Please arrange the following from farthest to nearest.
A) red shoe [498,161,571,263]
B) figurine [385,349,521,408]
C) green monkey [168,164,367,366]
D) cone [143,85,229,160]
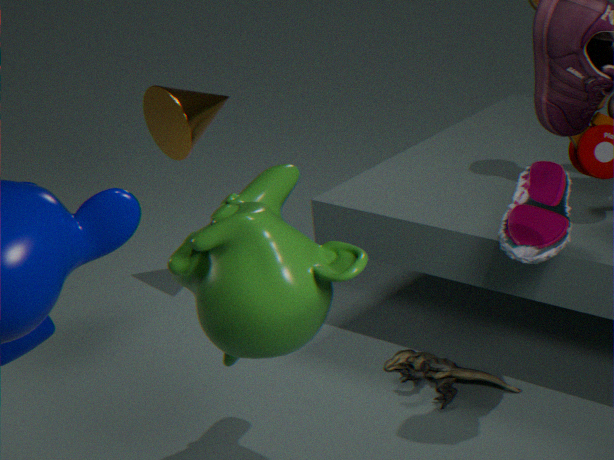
cone [143,85,229,160] < figurine [385,349,521,408] < red shoe [498,161,571,263] < green monkey [168,164,367,366]
